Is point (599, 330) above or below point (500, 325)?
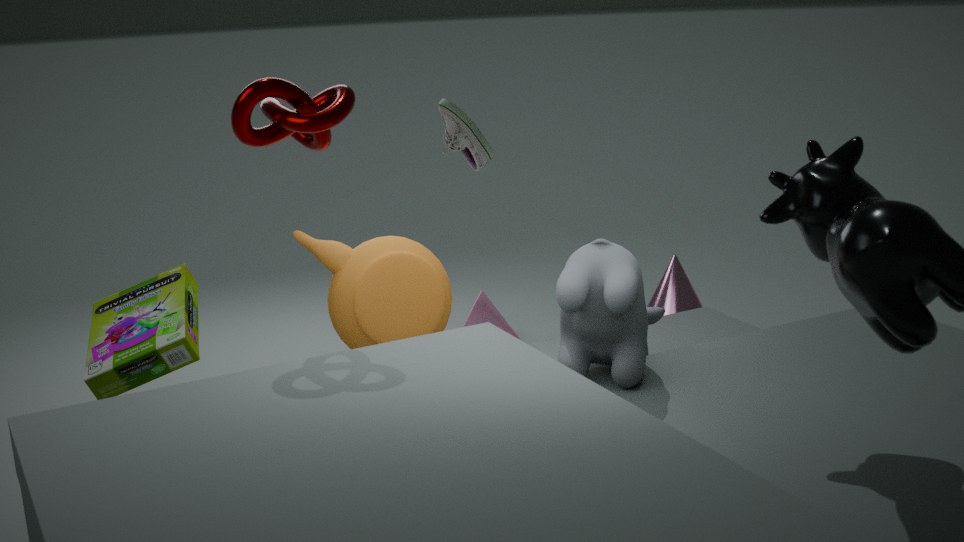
above
